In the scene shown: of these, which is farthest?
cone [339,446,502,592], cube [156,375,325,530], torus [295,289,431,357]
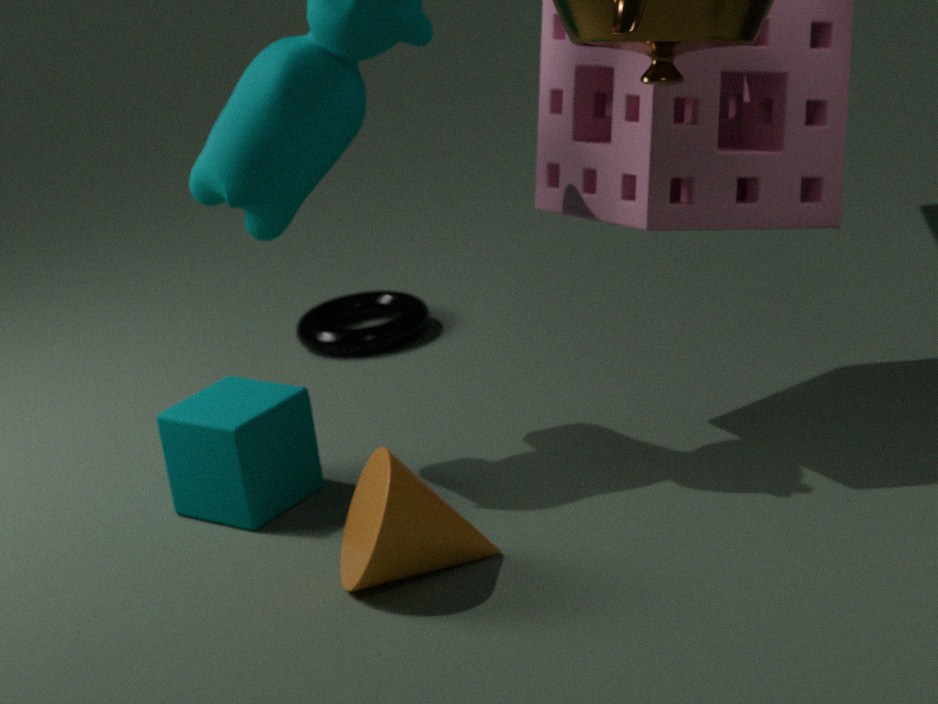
torus [295,289,431,357]
